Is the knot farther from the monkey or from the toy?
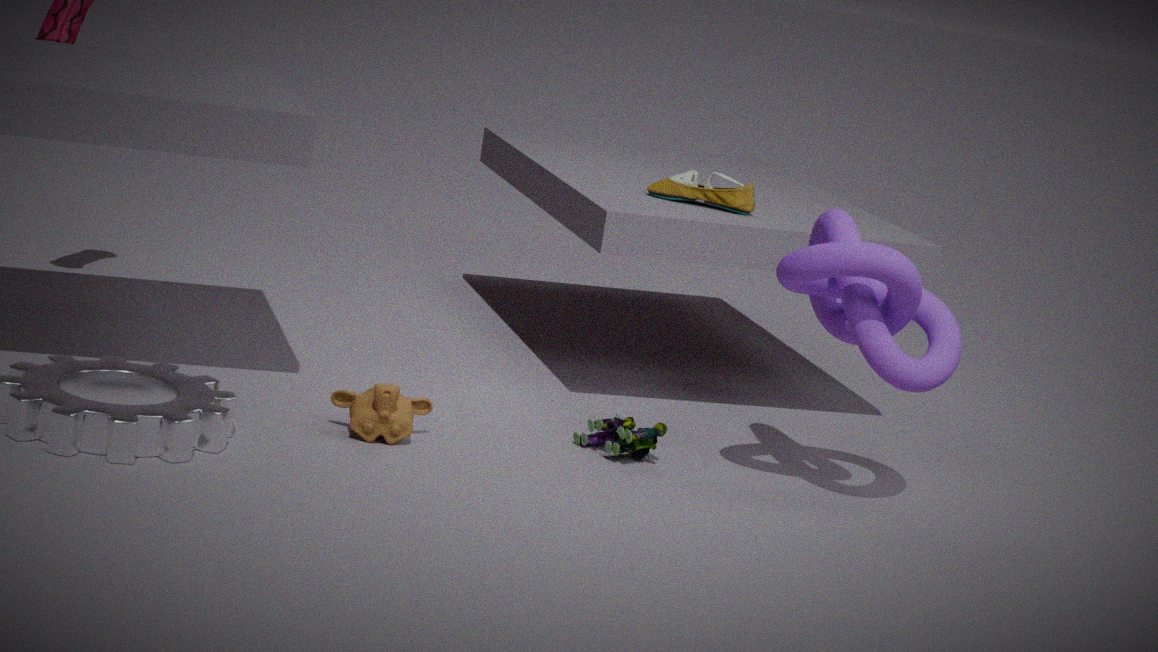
the monkey
